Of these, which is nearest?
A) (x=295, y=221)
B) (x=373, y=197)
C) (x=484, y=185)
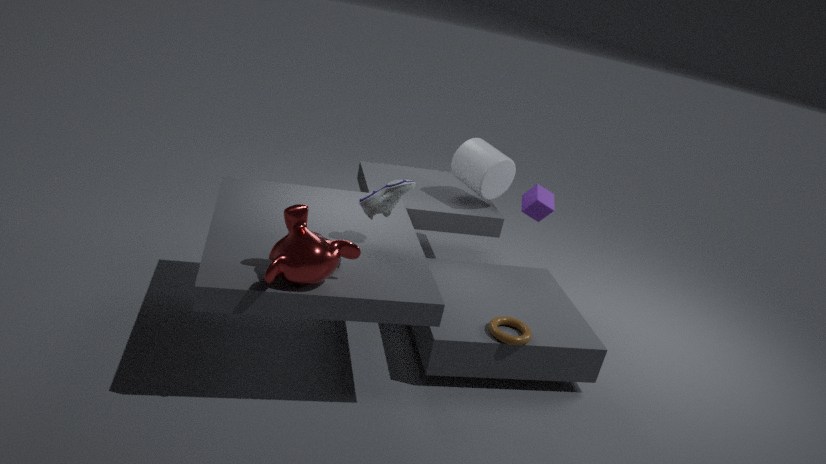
(x=295, y=221)
